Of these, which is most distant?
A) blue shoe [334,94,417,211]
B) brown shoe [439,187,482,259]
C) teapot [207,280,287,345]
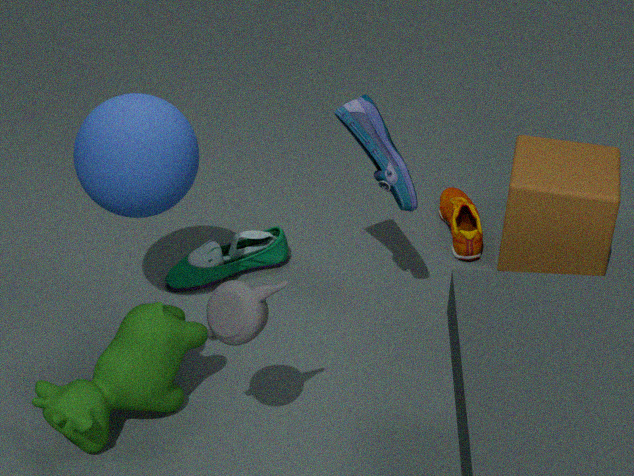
brown shoe [439,187,482,259]
